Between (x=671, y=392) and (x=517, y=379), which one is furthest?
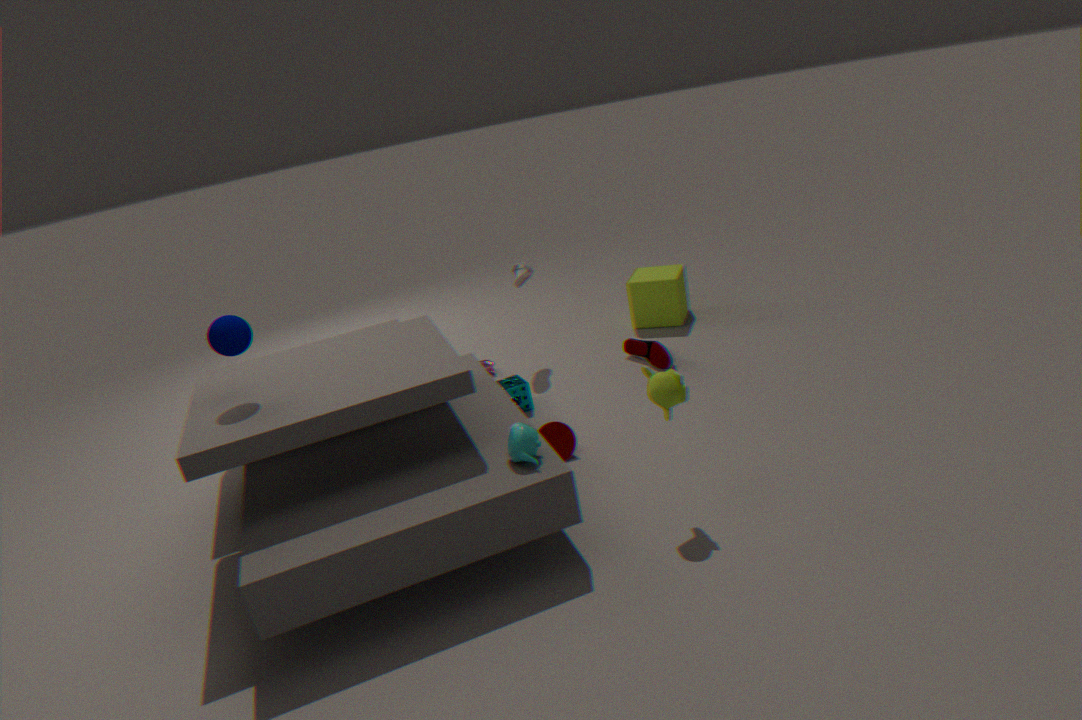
(x=517, y=379)
